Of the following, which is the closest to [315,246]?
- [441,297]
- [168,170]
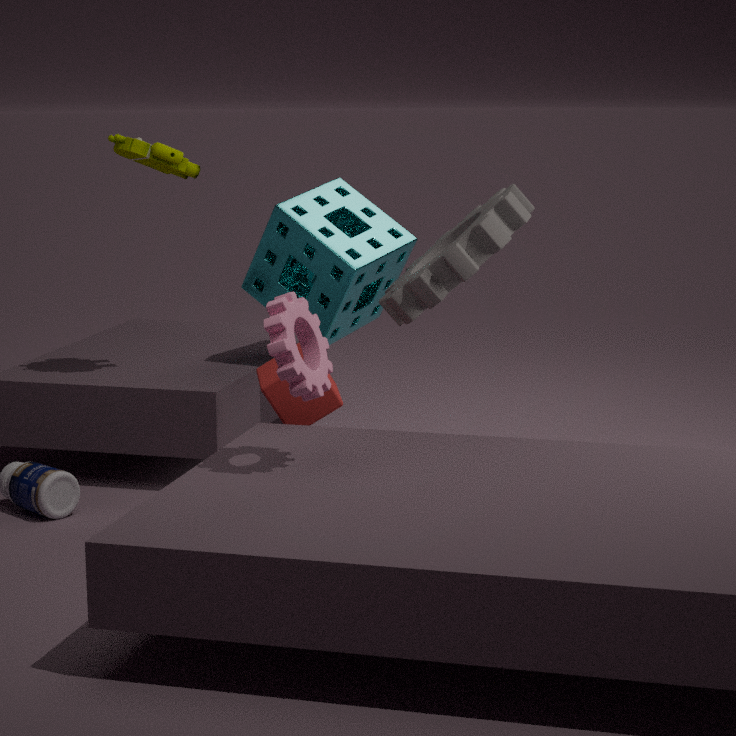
[441,297]
